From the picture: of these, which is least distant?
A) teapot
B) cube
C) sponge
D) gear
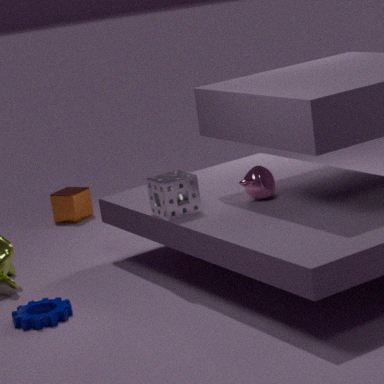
gear
